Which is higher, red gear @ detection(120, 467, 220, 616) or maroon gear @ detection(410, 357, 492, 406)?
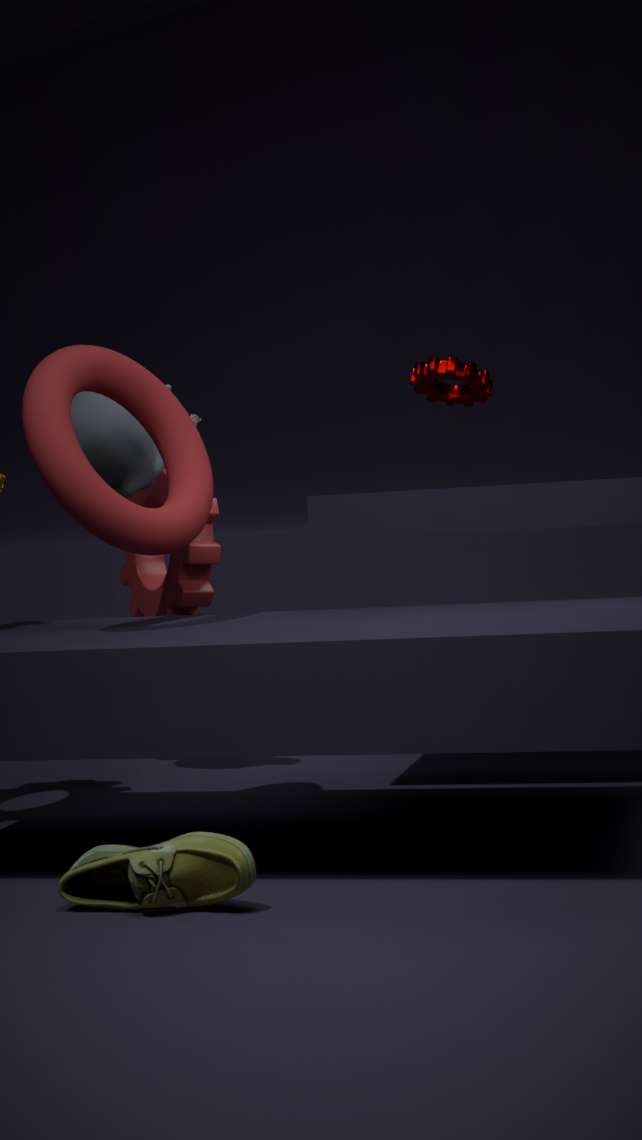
maroon gear @ detection(410, 357, 492, 406)
